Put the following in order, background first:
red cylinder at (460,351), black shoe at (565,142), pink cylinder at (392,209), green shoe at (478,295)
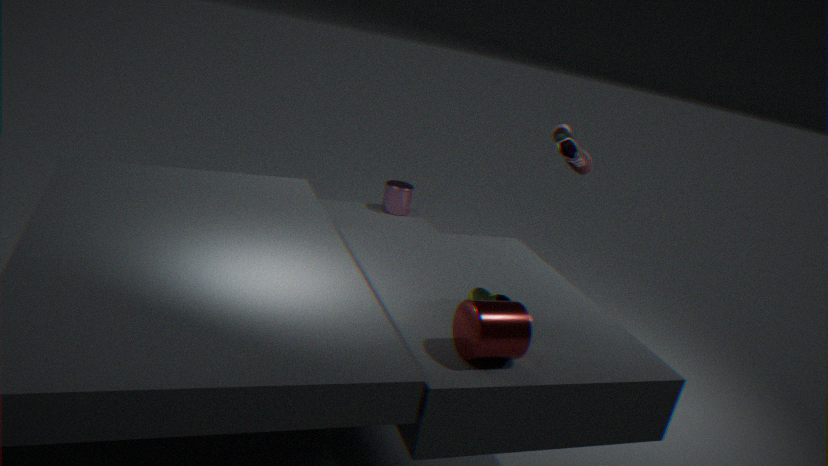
pink cylinder at (392,209)
black shoe at (565,142)
green shoe at (478,295)
red cylinder at (460,351)
